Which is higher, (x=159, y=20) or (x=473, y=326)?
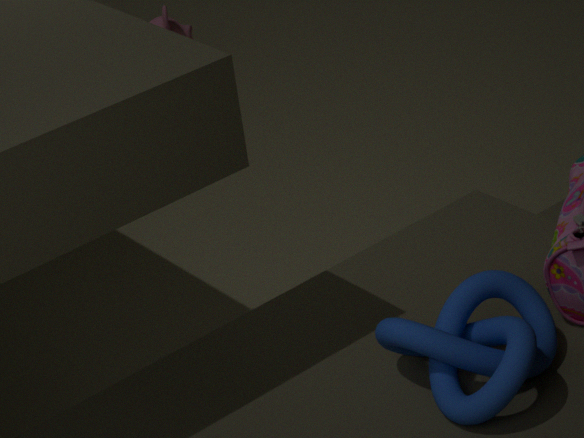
(x=473, y=326)
